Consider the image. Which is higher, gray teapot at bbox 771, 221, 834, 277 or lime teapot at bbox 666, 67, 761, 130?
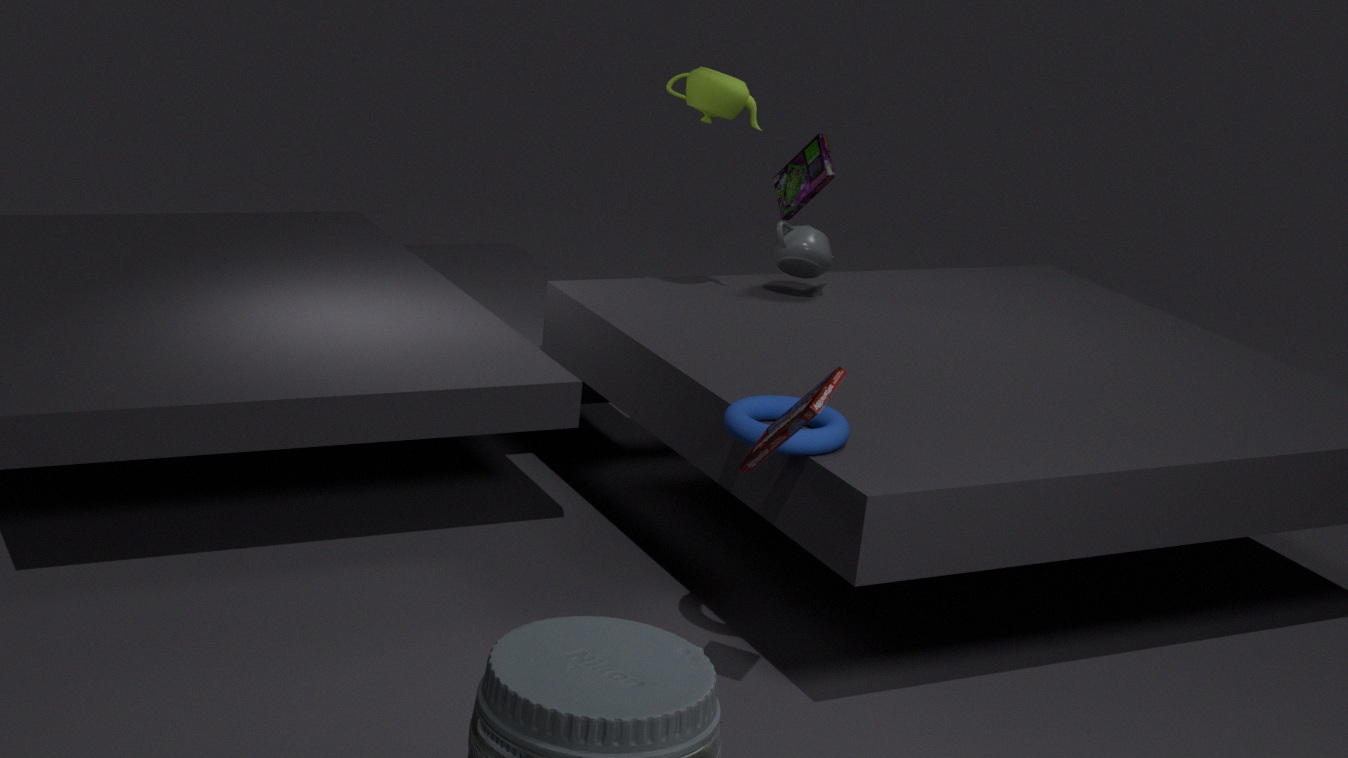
lime teapot at bbox 666, 67, 761, 130
